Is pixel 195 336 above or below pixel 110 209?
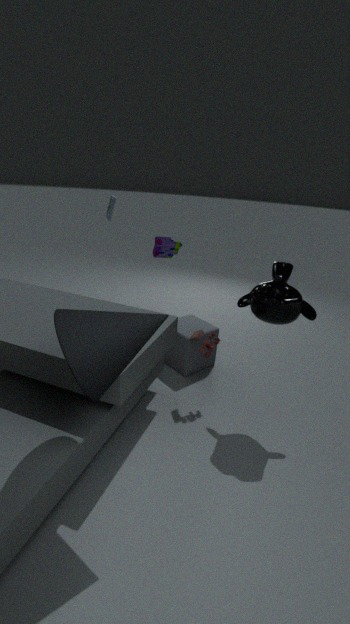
below
